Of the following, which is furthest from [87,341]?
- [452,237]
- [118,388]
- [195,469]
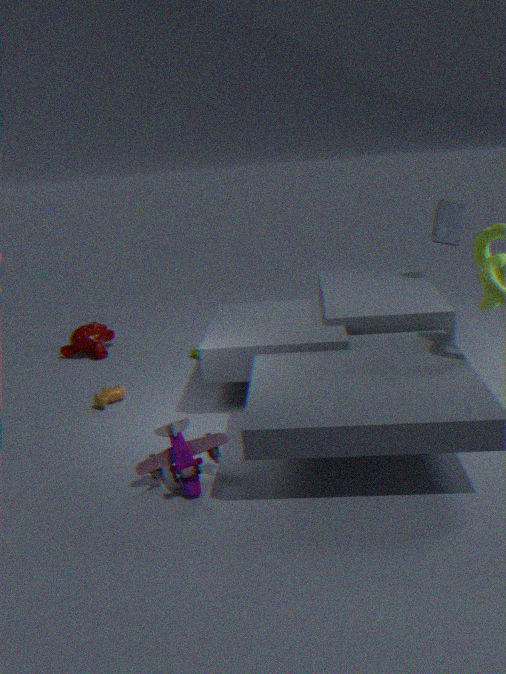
[452,237]
